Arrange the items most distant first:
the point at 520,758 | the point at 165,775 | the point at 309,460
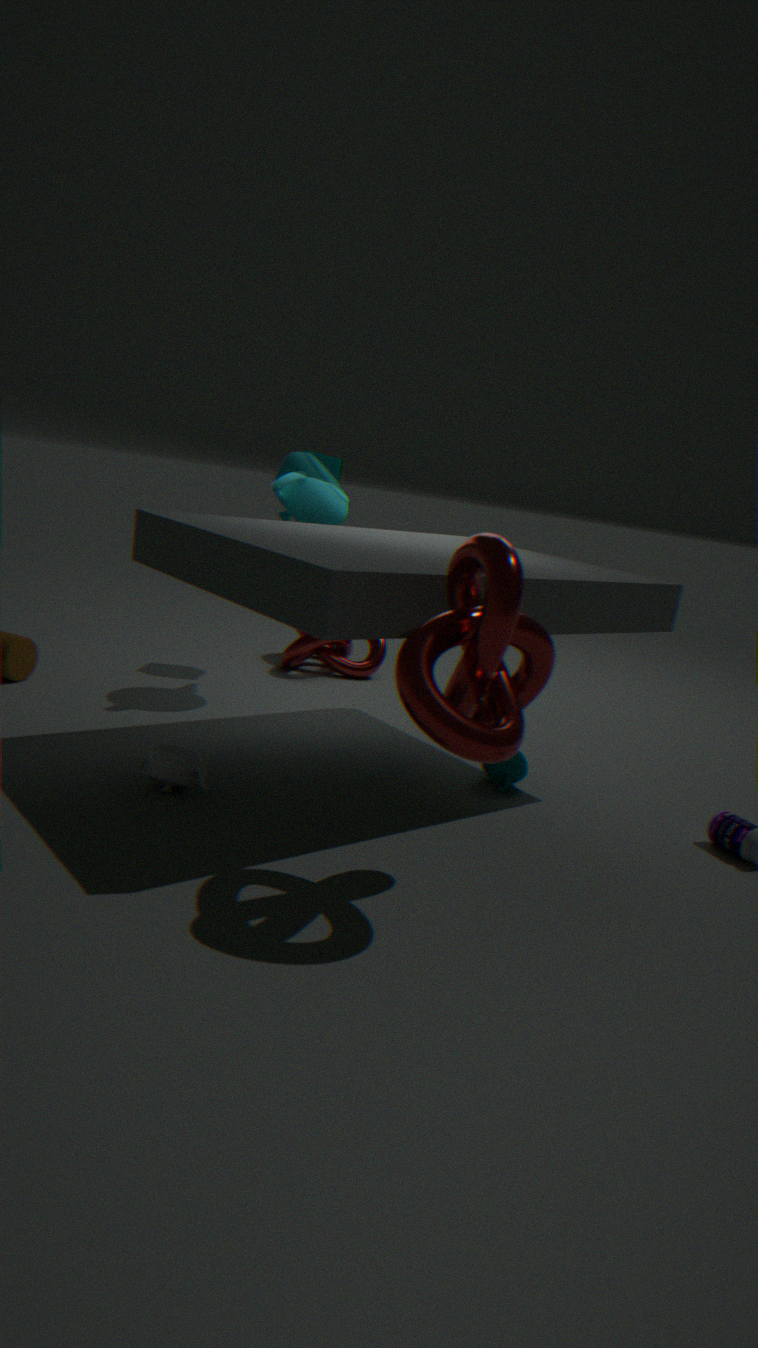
the point at 309,460 < the point at 520,758 < the point at 165,775
